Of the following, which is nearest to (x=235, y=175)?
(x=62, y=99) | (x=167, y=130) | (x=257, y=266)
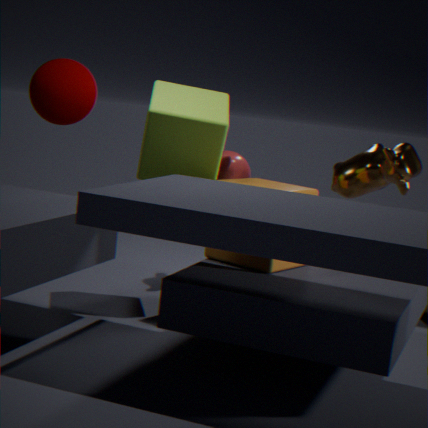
(x=167, y=130)
